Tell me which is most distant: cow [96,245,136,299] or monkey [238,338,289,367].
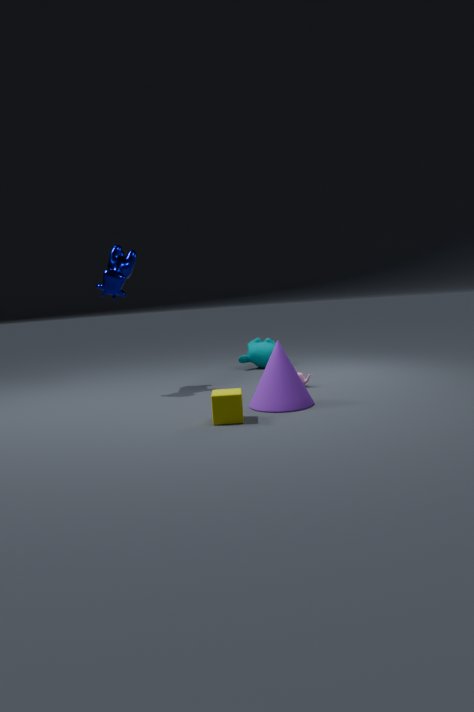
monkey [238,338,289,367]
